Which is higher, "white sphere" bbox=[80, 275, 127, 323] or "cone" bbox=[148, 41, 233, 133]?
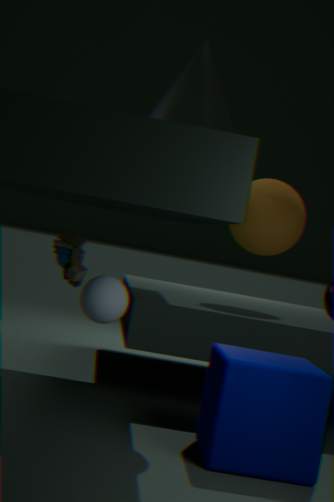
"cone" bbox=[148, 41, 233, 133]
